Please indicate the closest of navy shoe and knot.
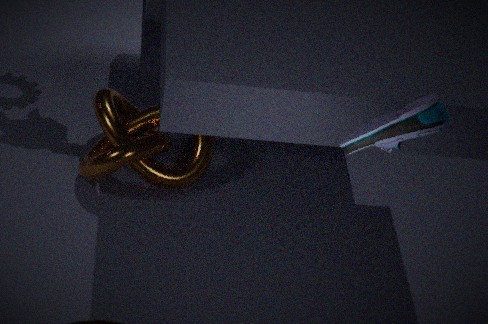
navy shoe
